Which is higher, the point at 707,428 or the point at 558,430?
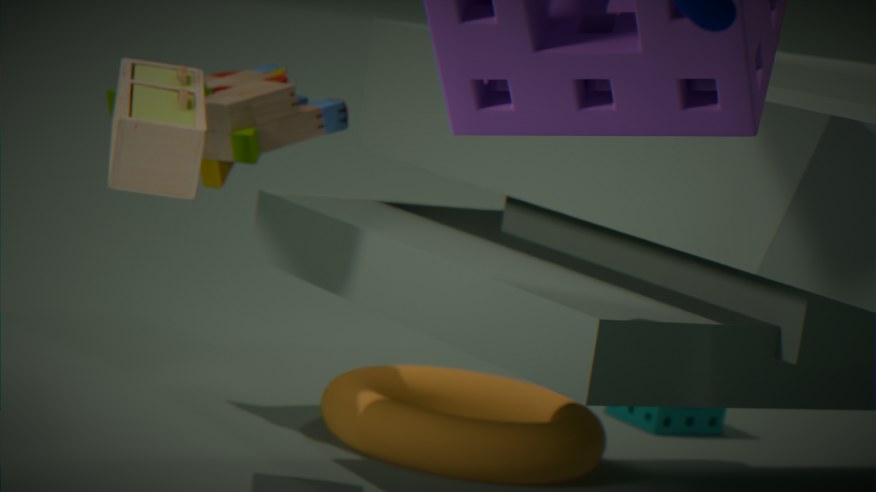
the point at 707,428
